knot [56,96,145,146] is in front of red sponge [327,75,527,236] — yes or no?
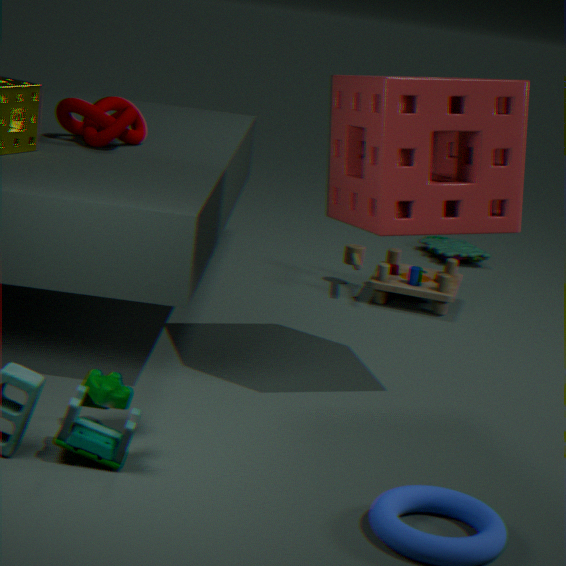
No
